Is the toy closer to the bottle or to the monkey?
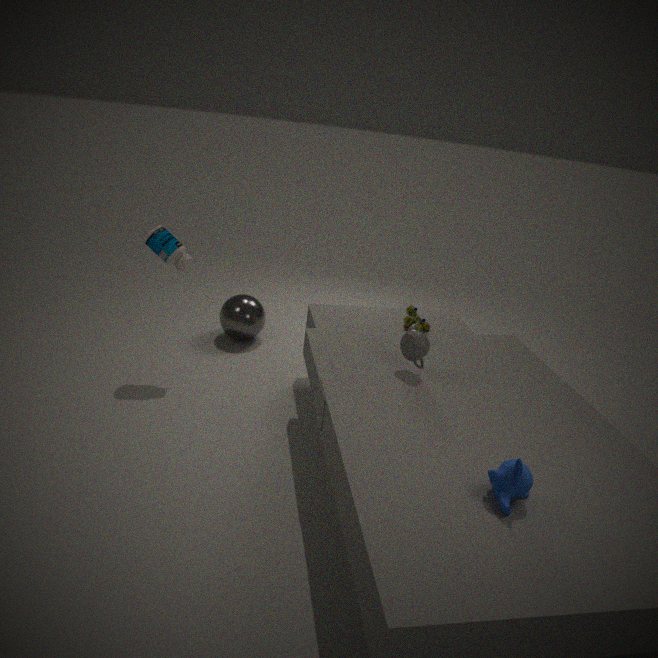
the monkey
